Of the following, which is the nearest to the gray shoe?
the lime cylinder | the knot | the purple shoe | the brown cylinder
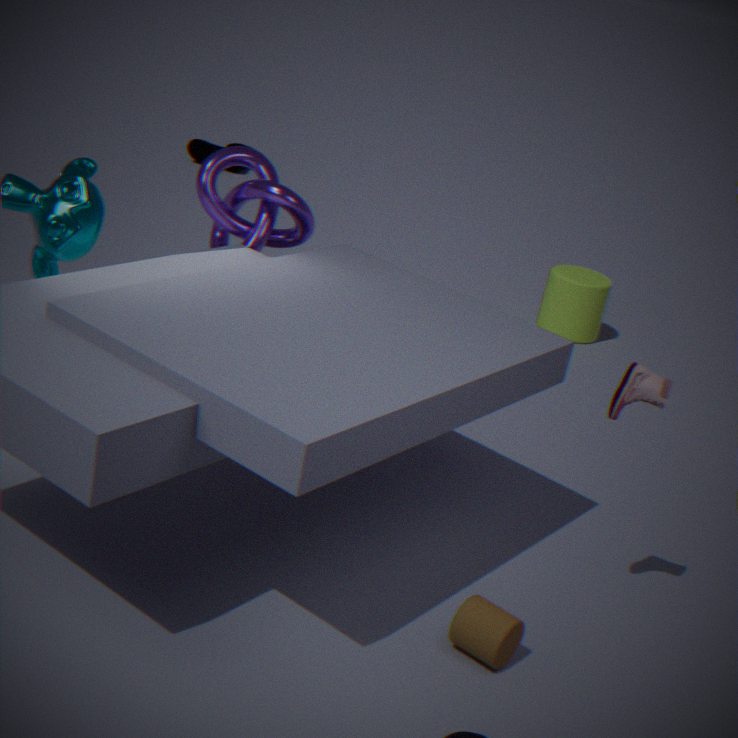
the brown cylinder
